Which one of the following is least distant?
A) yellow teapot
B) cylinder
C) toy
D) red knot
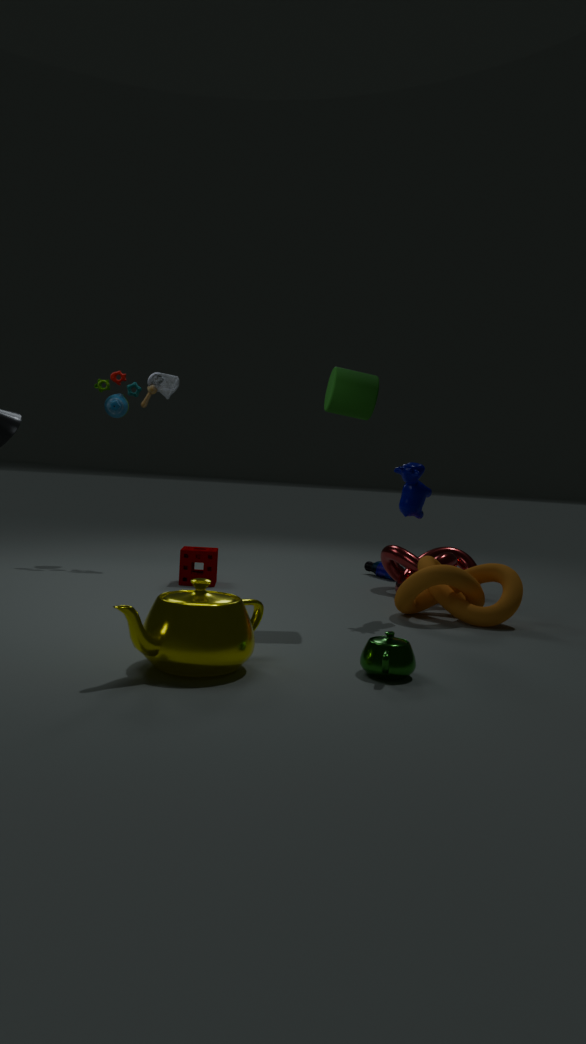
yellow teapot
